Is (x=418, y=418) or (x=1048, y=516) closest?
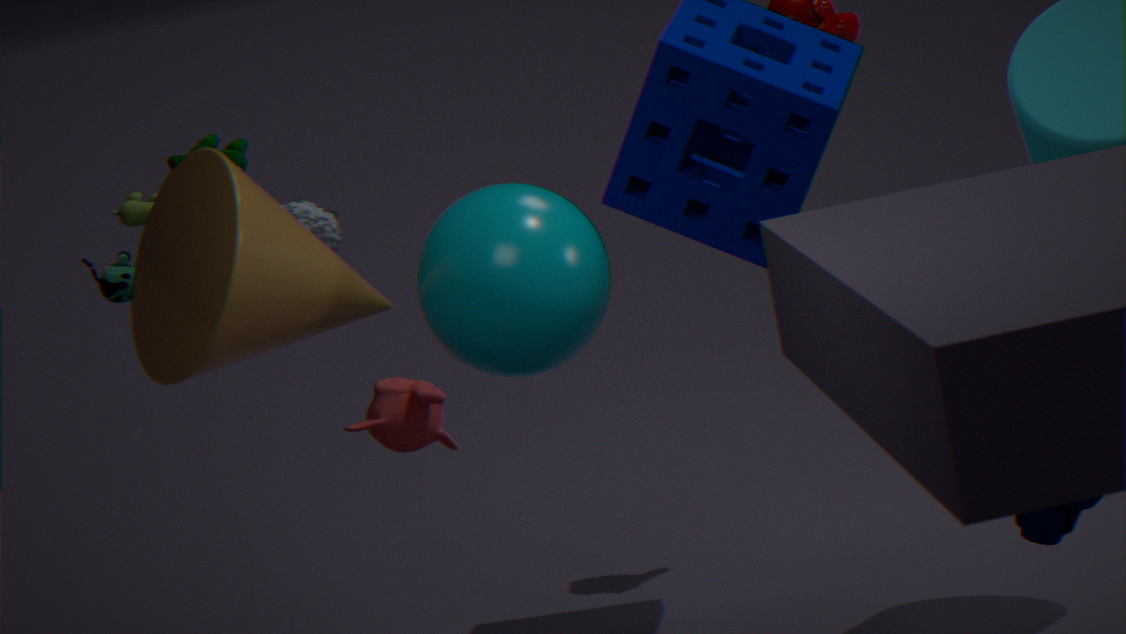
(x=1048, y=516)
